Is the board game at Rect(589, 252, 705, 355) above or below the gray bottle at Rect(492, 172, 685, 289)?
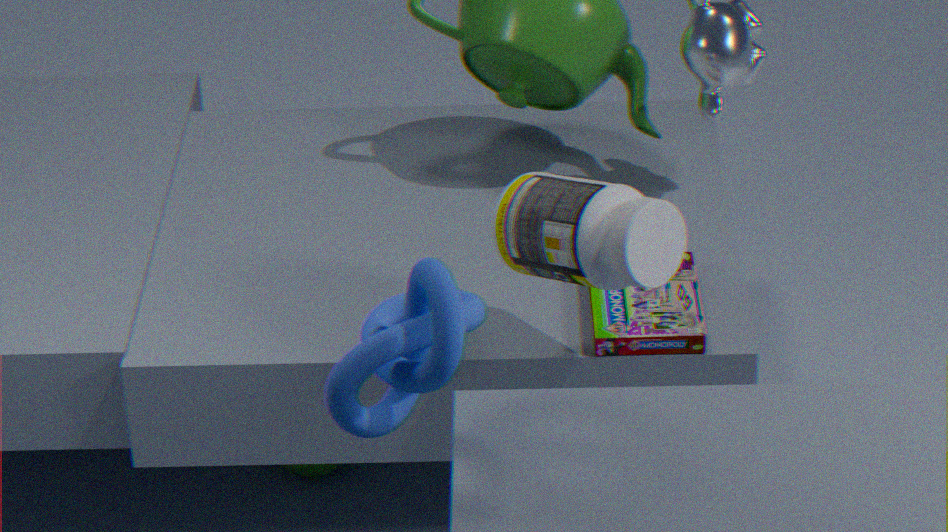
below
